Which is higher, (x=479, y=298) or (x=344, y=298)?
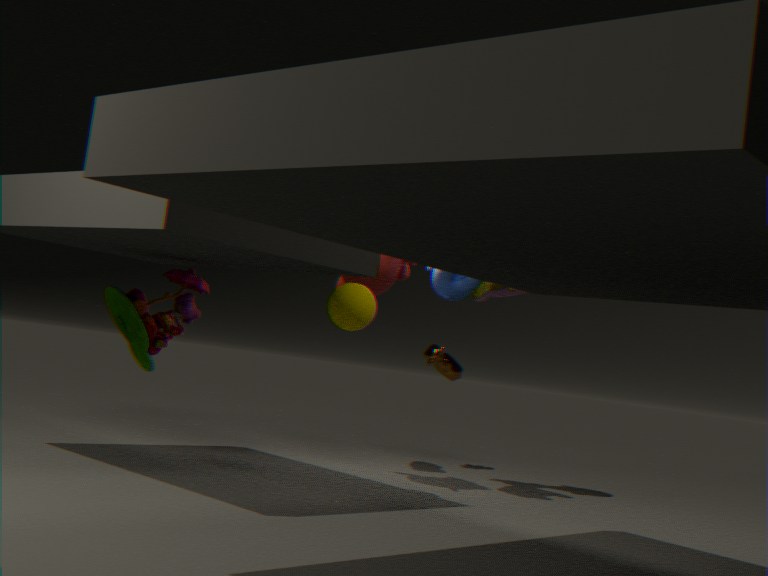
(x=479, y=298)
